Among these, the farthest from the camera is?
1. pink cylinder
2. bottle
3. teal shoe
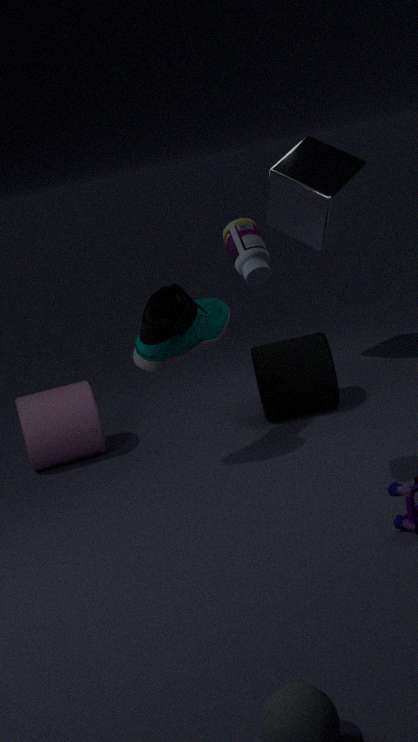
pink cylinder
